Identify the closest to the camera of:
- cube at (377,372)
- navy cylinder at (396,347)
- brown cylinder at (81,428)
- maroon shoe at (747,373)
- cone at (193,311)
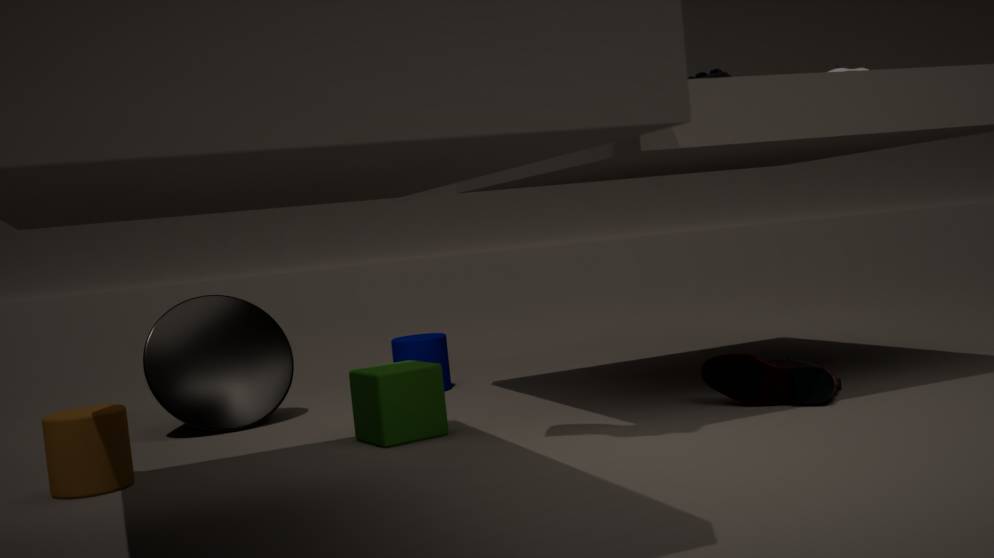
brown cylinder at (81,428)
